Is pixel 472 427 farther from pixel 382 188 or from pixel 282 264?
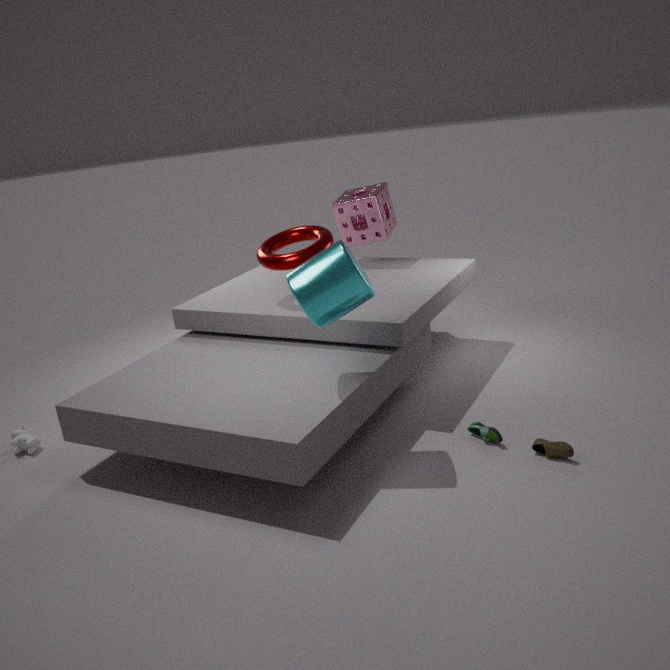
pixel 382 188
